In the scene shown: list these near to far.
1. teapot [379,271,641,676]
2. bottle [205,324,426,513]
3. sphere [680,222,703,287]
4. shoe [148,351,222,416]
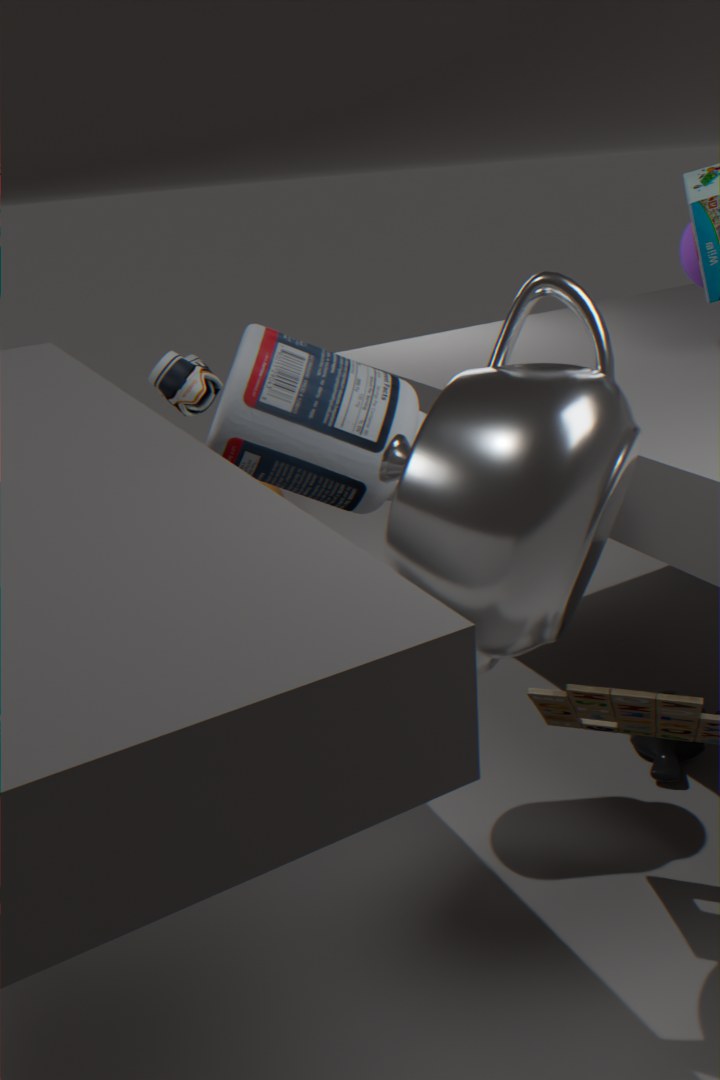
teapot [379,271,641,676] < bottle [205,324,426,513] < sphere [680,222,703,287] < shoe [148,351,222,416]
